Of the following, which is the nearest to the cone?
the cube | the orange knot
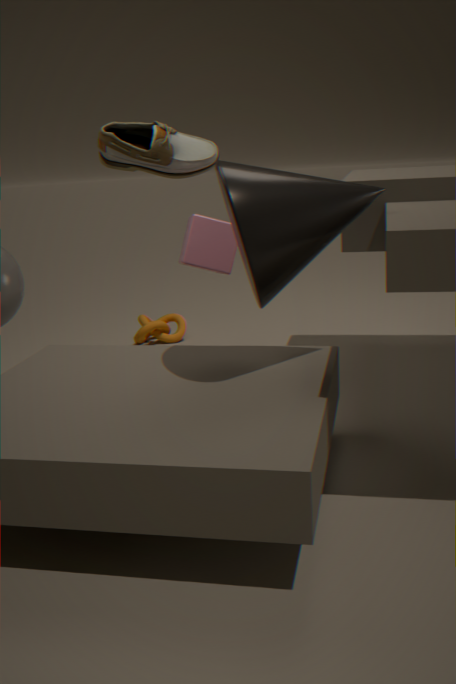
the cube
